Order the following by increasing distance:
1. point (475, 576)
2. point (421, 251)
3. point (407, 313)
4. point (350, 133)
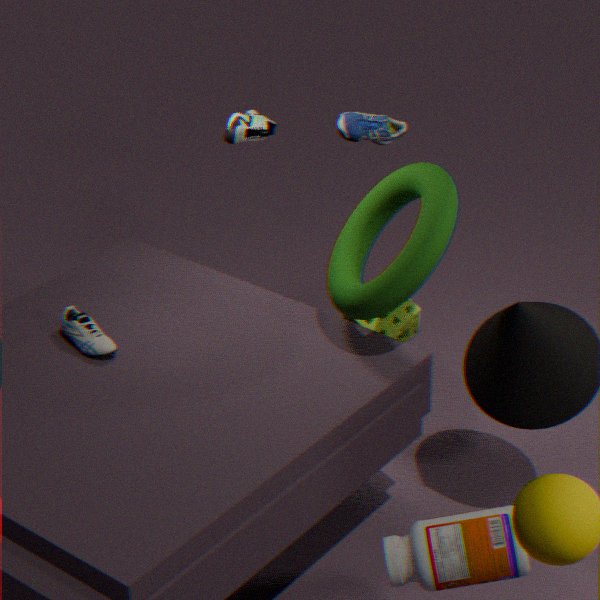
point (475, 576), point (421, 251), point (407, 313), point (350, 133)
